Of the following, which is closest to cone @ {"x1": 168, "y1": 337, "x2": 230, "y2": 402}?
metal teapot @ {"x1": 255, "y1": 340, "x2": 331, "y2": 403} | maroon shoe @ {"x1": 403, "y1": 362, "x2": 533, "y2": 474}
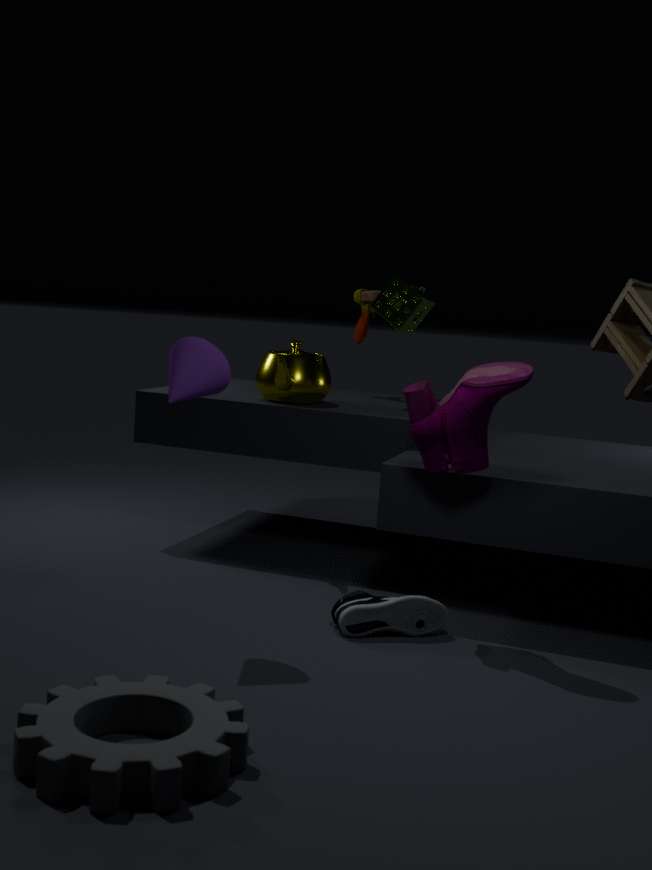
maroon shoe @ {"x1": 403, "y1": 362, "x2": 533, "y2": 474}
